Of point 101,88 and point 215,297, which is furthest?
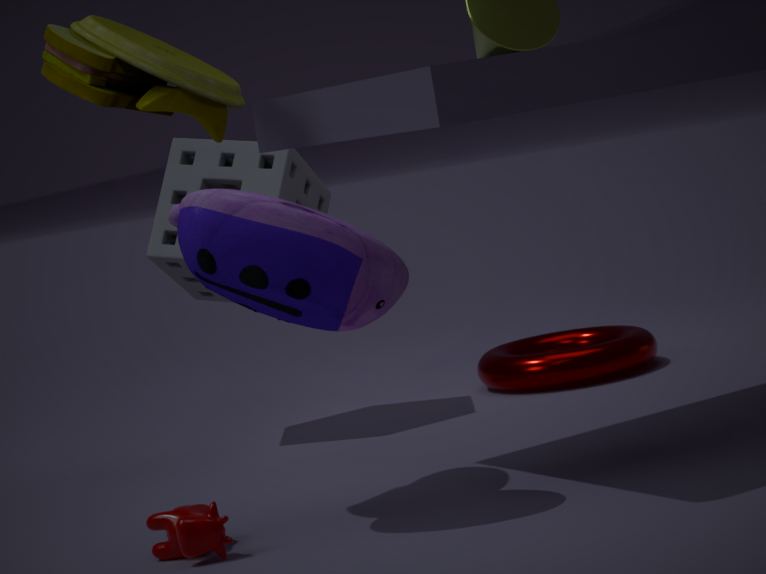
point 215,297
